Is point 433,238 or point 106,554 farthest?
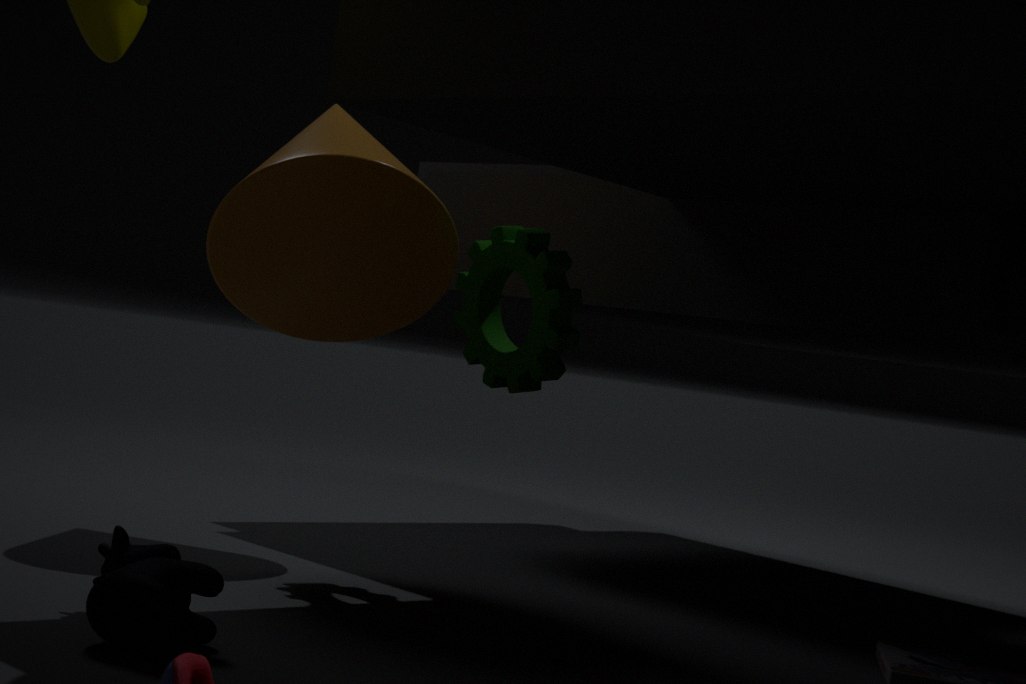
point 433,238
